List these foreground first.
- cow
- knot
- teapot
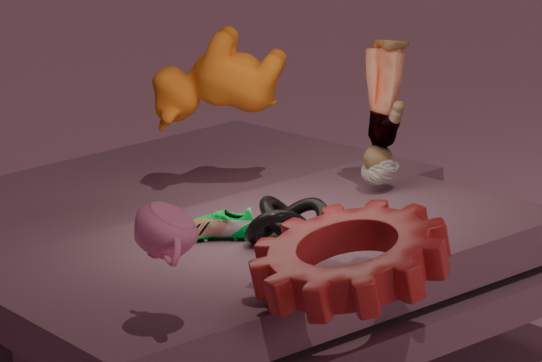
teapot, knot, cow
